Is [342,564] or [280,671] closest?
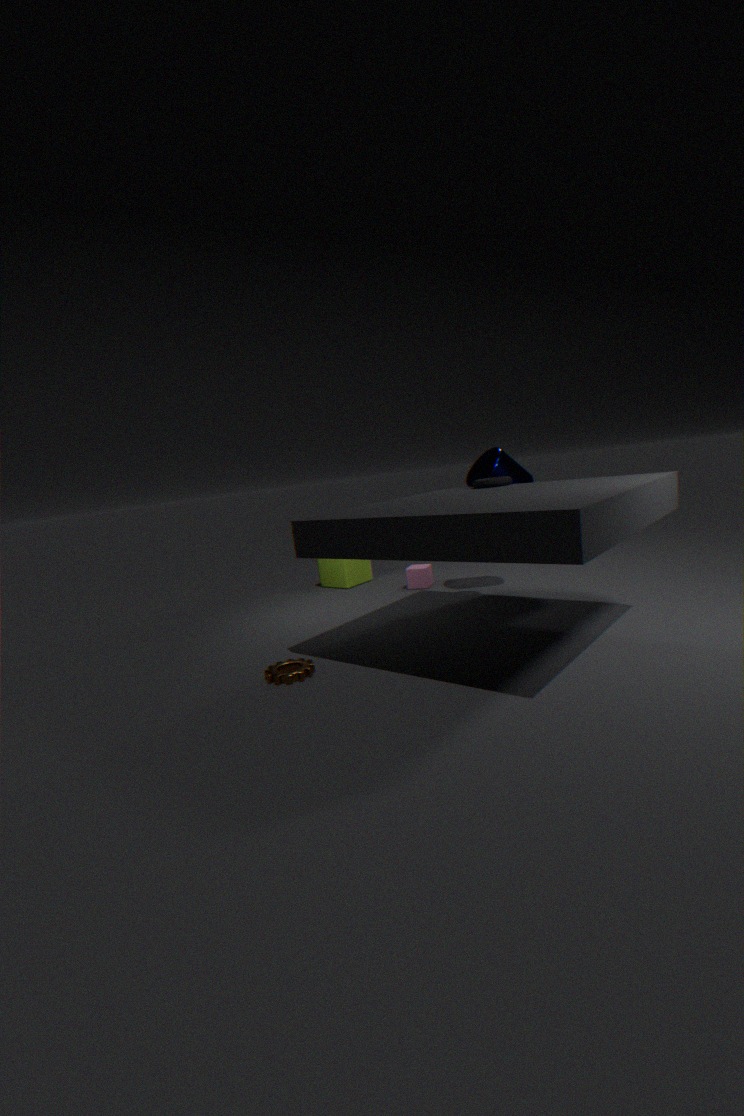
[280,671]
